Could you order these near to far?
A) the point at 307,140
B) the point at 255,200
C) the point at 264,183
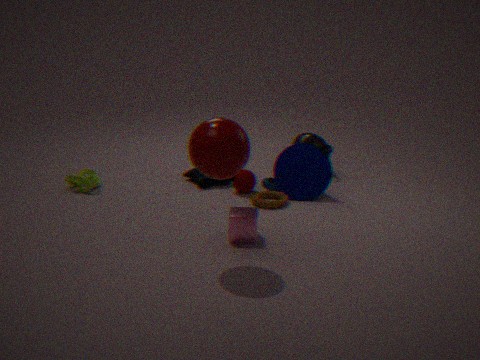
the point at 255,200
the point at 264,183
the point at 307,140
